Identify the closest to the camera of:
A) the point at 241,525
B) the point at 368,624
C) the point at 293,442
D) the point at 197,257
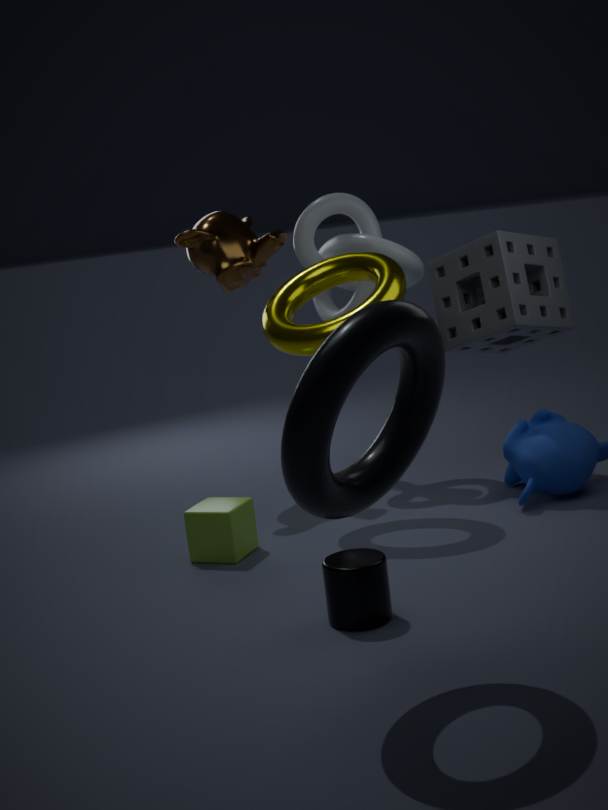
the point at 293,442
